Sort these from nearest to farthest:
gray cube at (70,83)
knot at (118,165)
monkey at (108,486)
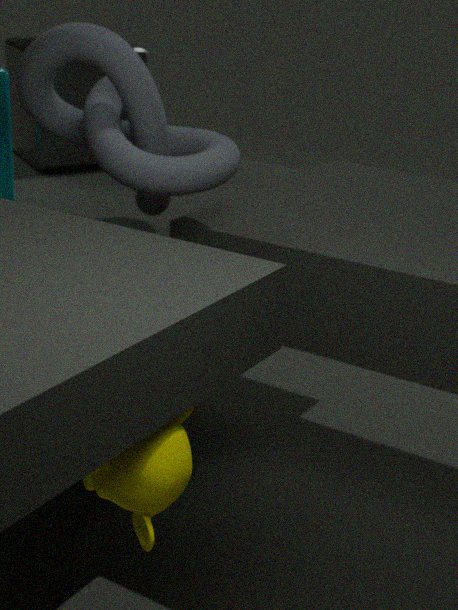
monkey at (108,486) < knot at (118,165) < gray cube at (70,83)
